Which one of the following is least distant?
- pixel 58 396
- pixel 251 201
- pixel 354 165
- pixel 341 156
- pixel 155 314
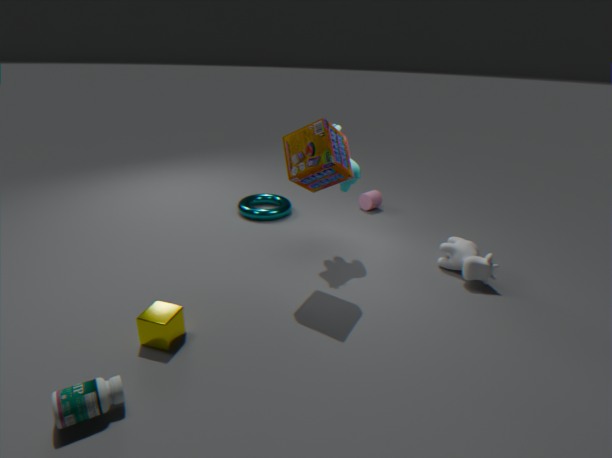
pixel 58 396
